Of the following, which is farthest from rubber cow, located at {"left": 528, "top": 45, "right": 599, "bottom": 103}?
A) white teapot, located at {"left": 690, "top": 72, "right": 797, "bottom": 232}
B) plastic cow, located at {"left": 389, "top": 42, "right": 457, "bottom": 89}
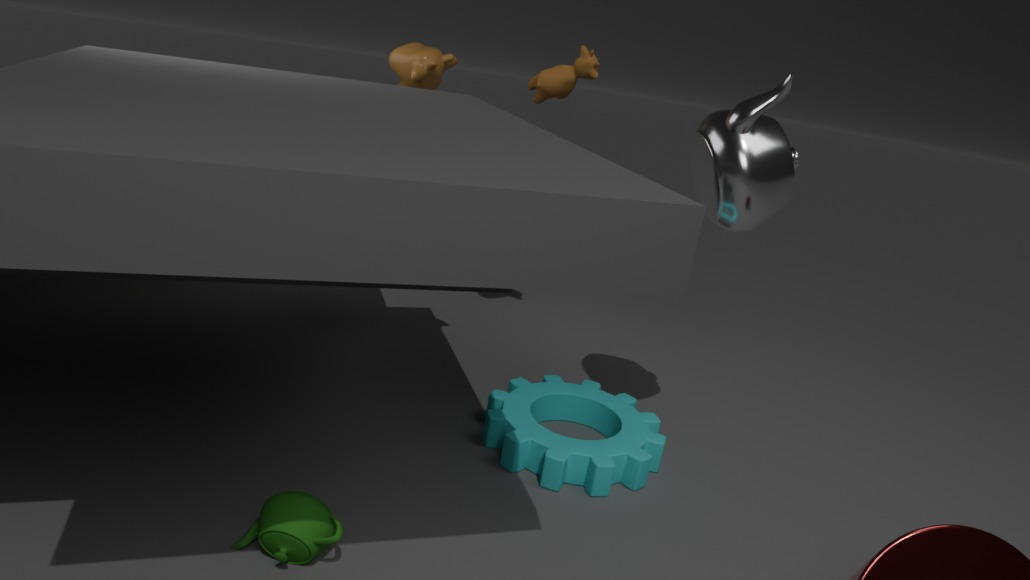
white teapot, located at {"left": 690, "top": 72, "right": 797, "bottom": 232}
